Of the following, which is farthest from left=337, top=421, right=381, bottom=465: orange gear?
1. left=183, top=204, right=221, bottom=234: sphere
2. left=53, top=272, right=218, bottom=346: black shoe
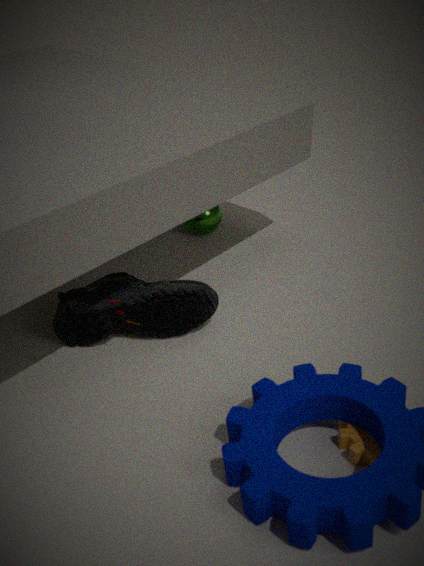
left=183, top=204, right=221, bottom=234: sphere
